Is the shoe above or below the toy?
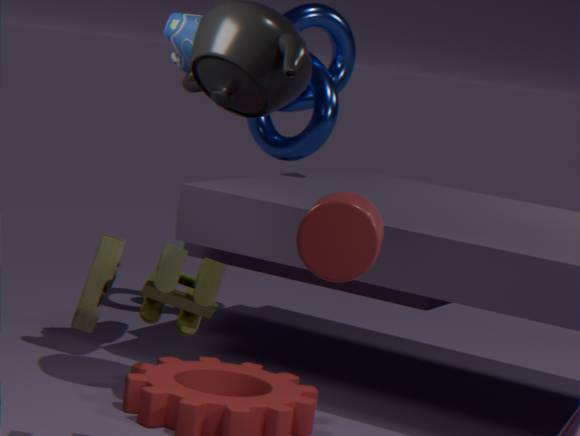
above
